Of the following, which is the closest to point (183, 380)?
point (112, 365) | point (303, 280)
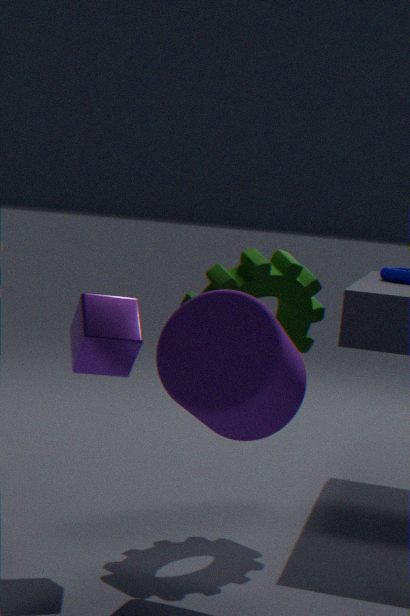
→ point (112, 365)
